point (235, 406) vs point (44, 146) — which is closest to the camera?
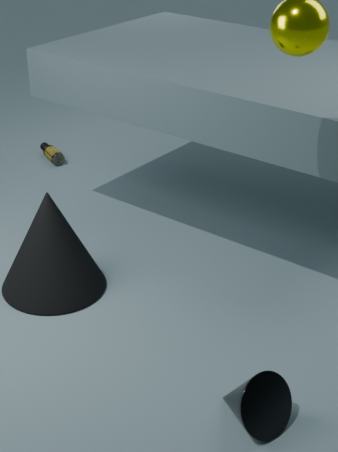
point (235, 406)
